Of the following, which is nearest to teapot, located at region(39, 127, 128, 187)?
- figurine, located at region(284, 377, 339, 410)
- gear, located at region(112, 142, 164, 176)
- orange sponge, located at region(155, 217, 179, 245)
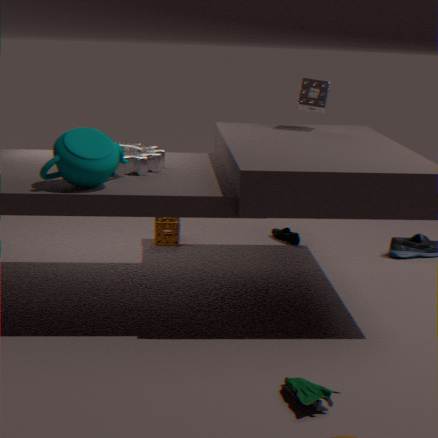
gear, located at region(112, 142, 164, 176)
